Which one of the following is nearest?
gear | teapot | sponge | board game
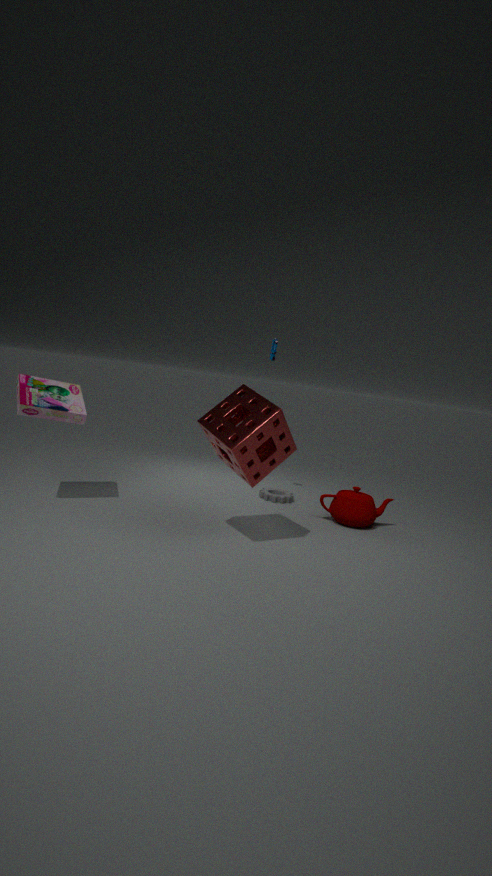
sponge
